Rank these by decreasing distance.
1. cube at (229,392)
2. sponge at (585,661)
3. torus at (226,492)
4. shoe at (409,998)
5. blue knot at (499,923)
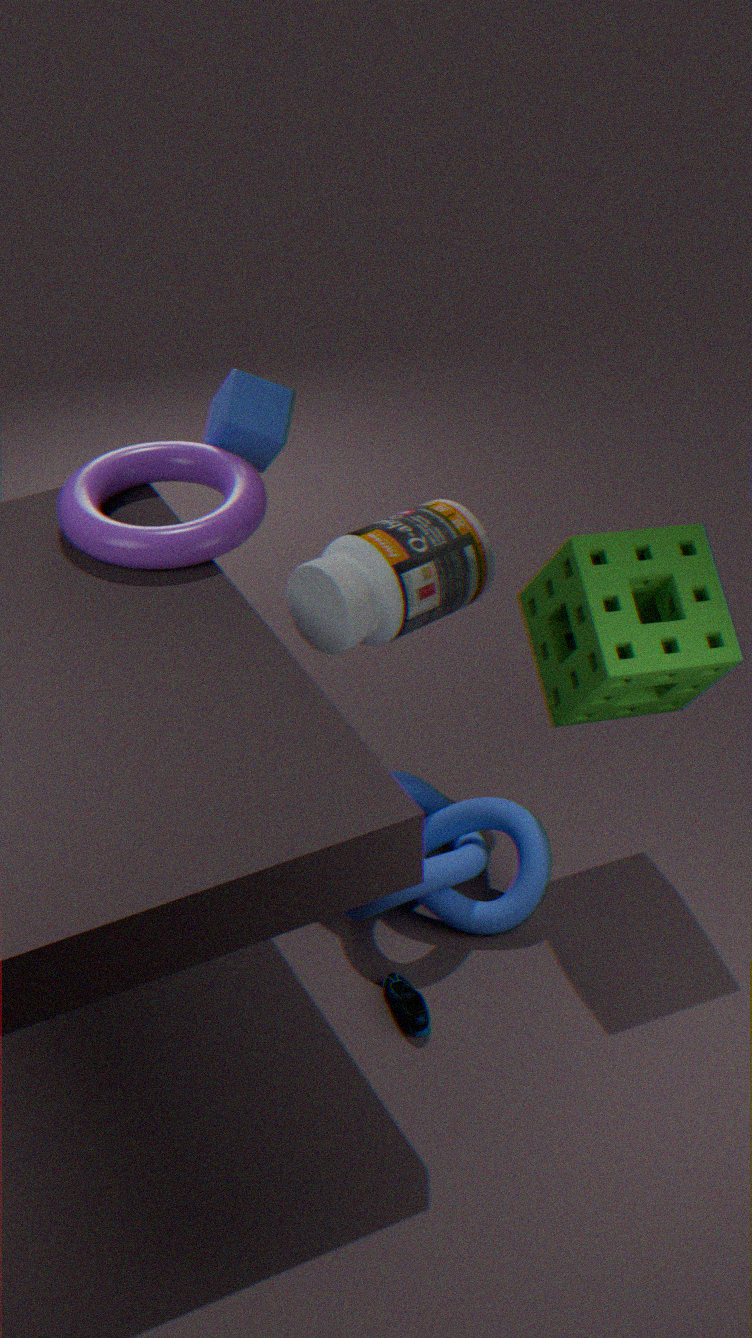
cube at (229,392) → torus at (226,492) → blue knot at (499,923) → shoe at (409,998) → sponge at (585,661)
